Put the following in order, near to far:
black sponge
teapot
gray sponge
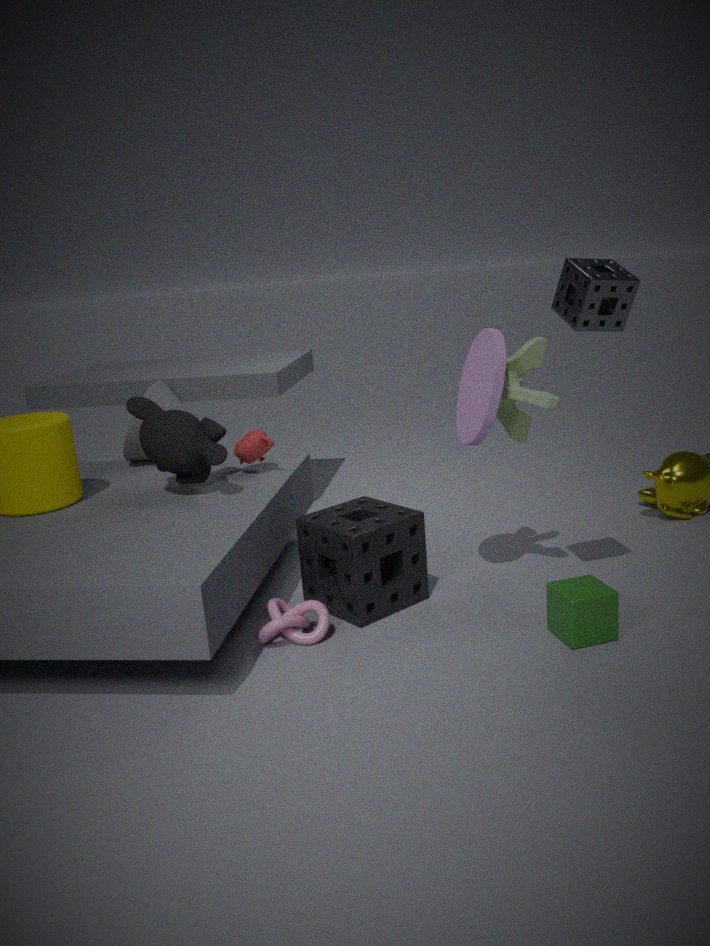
1. gray sponge
2. black sponge
3. teapot
